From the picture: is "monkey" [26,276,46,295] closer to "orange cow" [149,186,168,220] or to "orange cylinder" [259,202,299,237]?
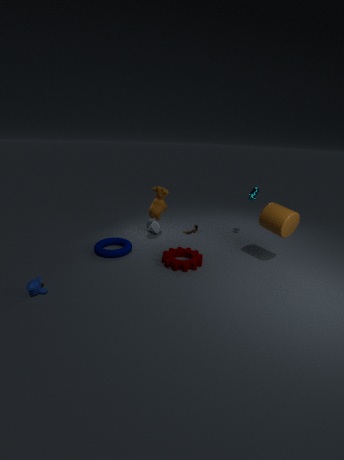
"orange cow" [149,186,168,220]
